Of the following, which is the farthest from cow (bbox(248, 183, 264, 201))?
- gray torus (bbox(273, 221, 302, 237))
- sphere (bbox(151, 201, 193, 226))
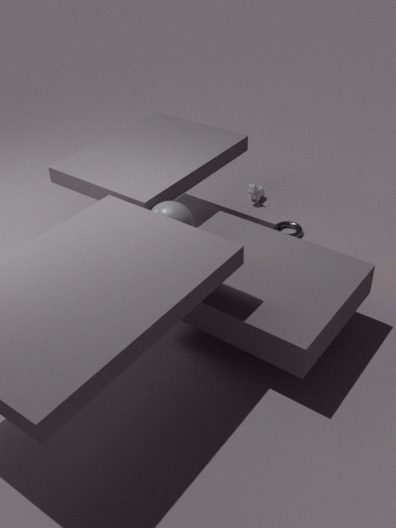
sphere (bbox(151, 201, 193, 226))
